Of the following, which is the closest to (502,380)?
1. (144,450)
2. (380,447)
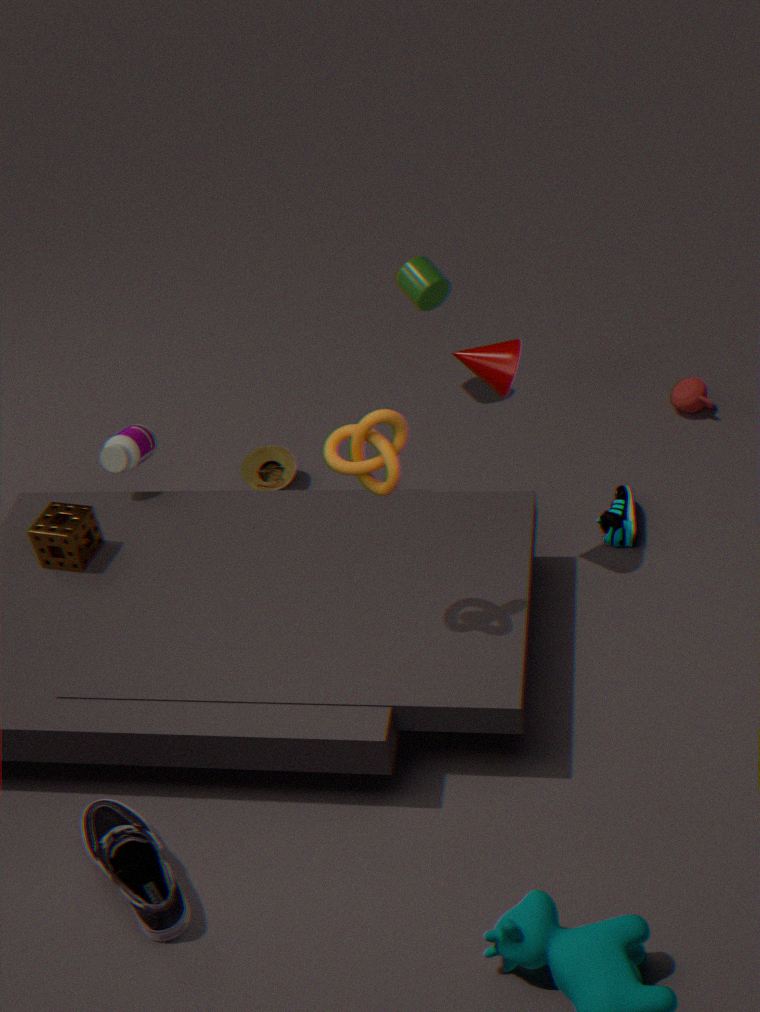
(380,447)
